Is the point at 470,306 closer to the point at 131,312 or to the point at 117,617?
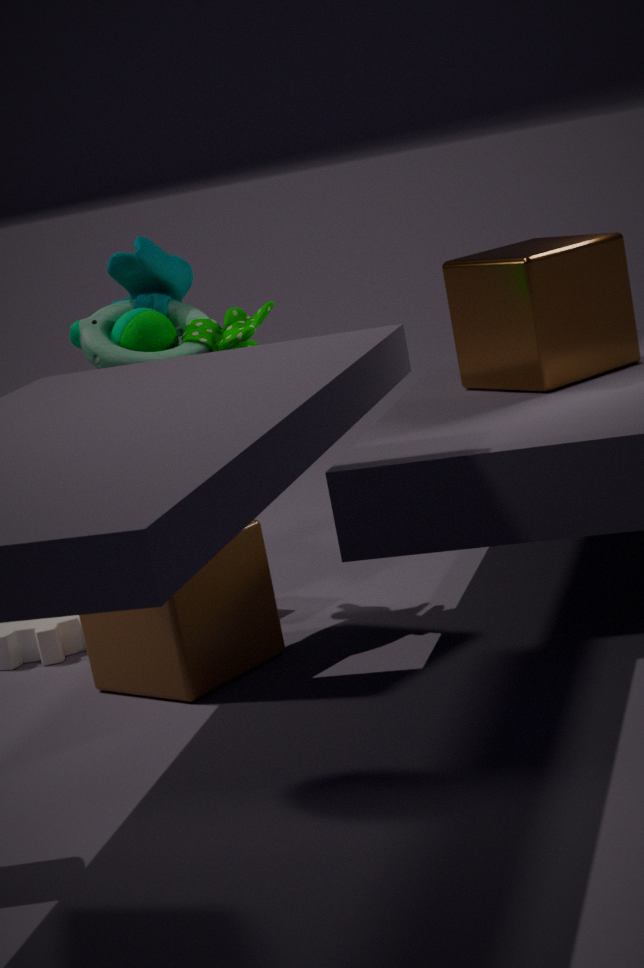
the point at 131,312
